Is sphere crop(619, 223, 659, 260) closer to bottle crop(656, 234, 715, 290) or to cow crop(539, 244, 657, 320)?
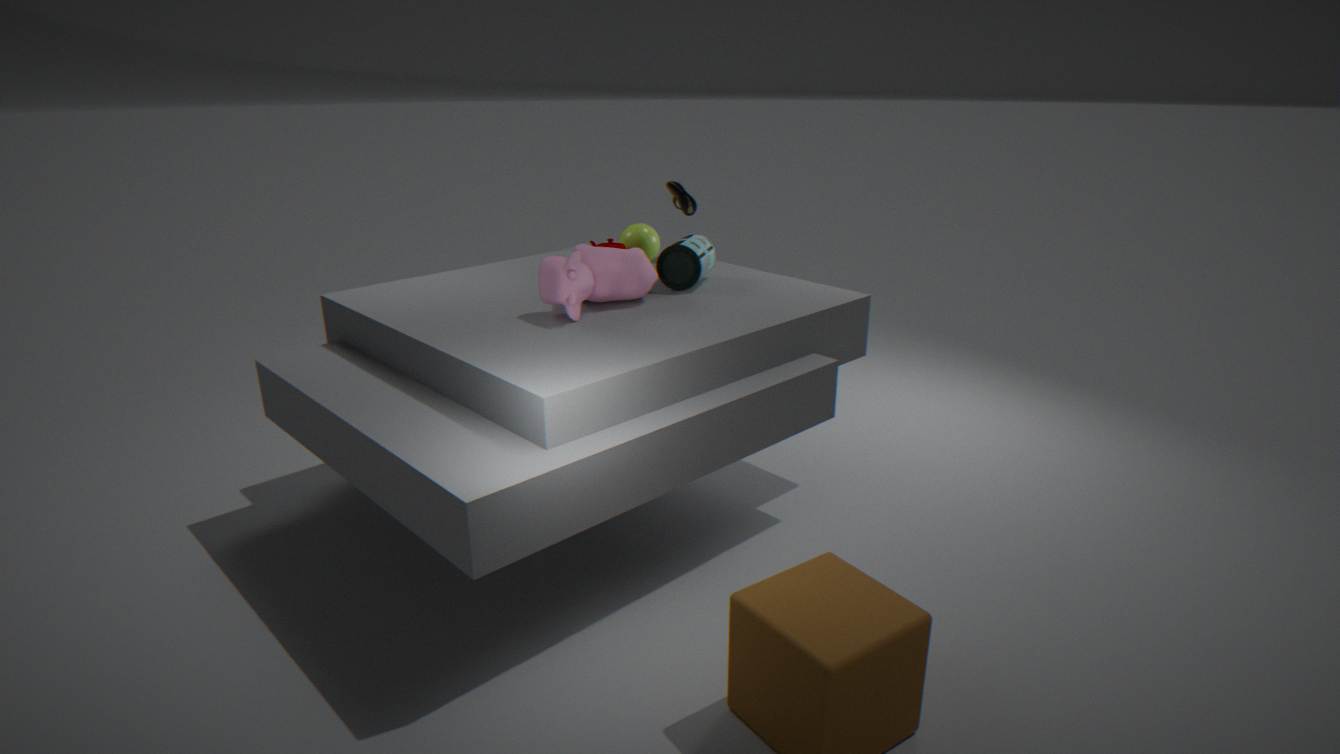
bottle crop(656, 234, 715, 290)
